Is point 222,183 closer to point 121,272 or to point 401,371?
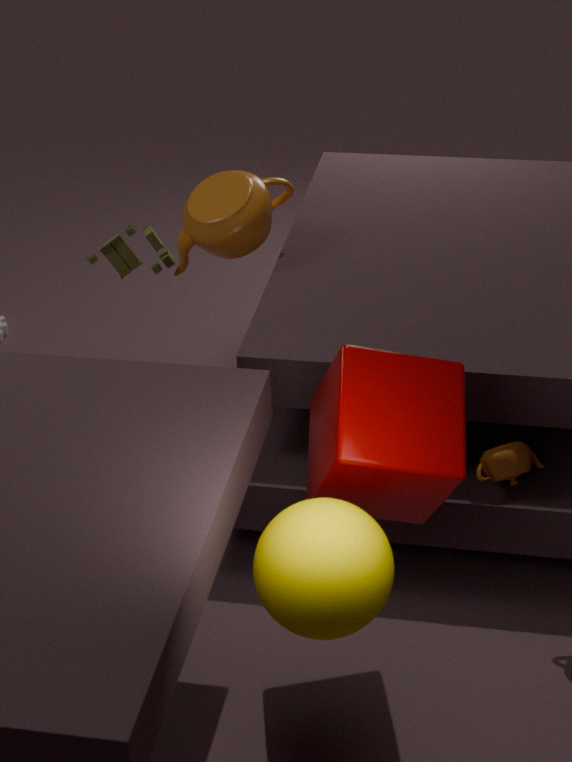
point 121,272
